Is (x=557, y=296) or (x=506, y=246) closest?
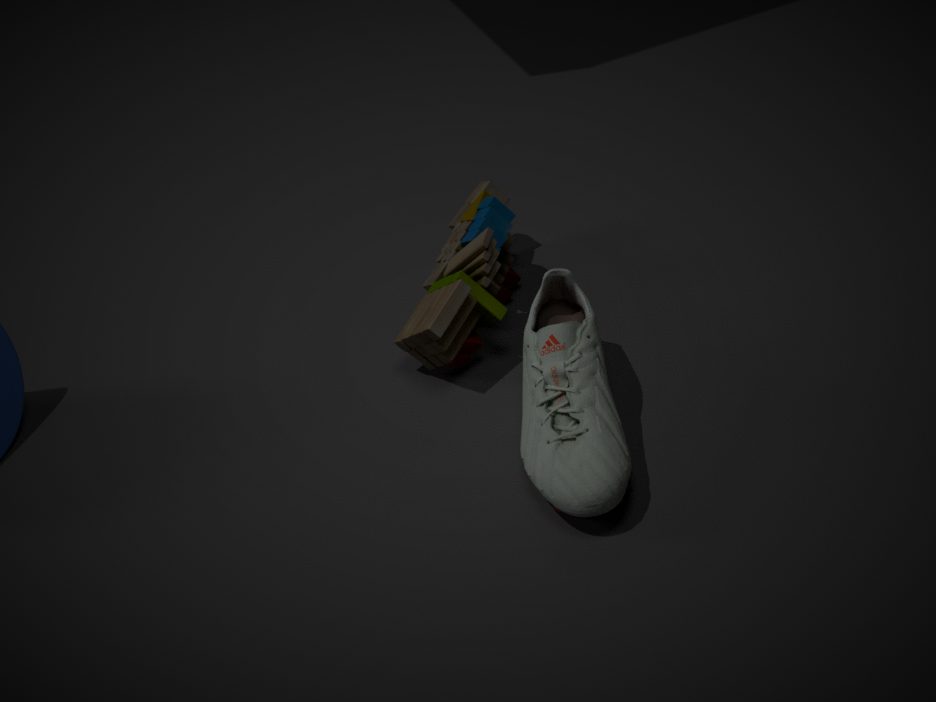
(x=557, y=296)
